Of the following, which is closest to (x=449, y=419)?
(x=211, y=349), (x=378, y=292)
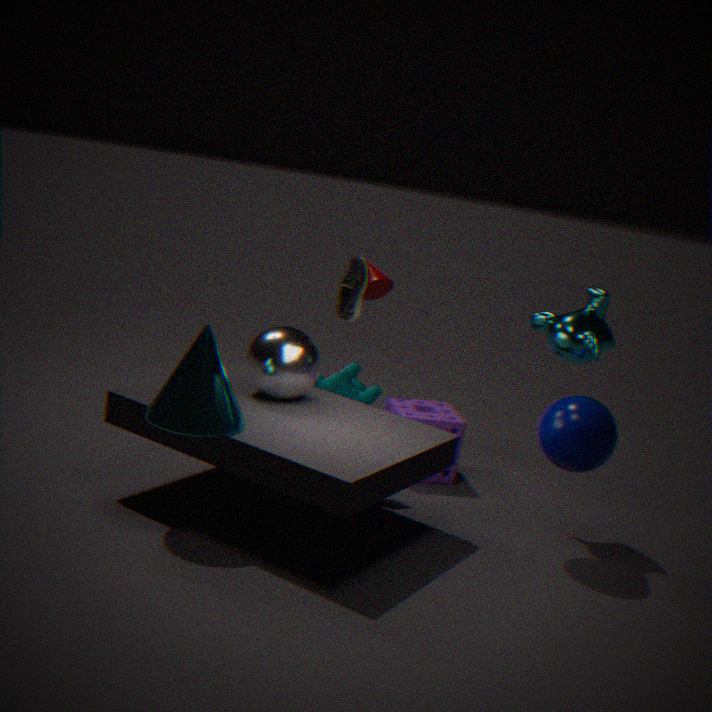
(x=378, y=292)
